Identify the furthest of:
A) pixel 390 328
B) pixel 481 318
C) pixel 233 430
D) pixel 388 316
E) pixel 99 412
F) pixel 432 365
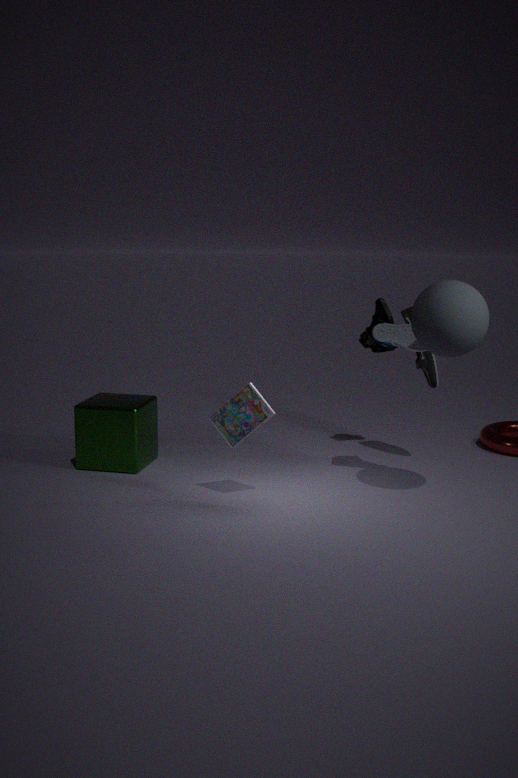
pixel 388 316
